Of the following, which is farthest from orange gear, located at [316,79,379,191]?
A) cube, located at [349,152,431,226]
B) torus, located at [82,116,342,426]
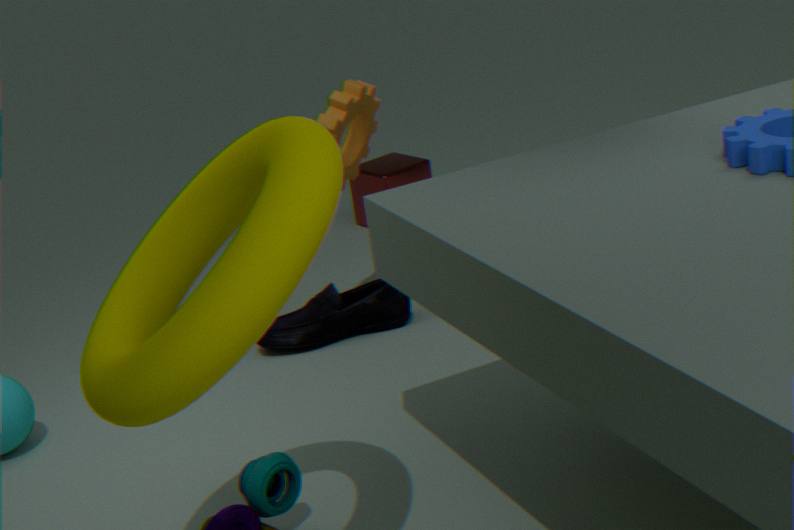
torus, located at [82,116,342,426]
